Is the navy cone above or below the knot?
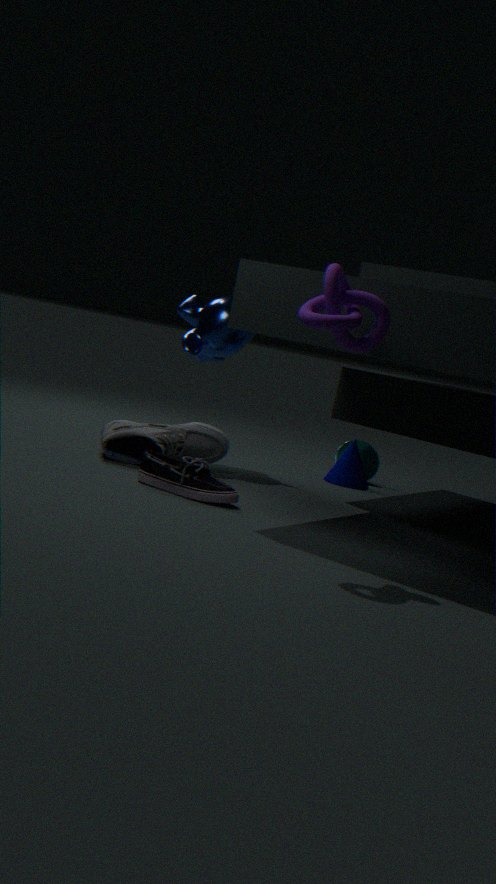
below
